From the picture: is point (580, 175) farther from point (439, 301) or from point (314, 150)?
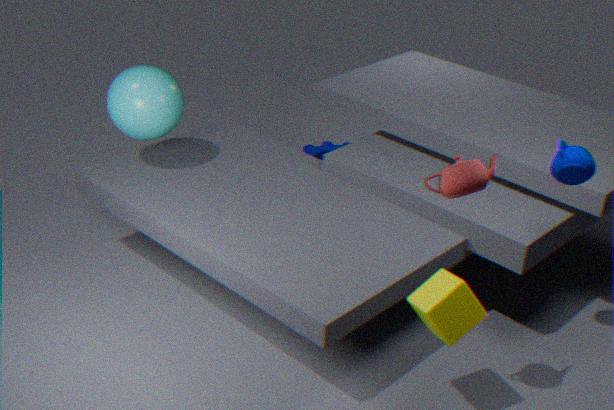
point (314, 150)
